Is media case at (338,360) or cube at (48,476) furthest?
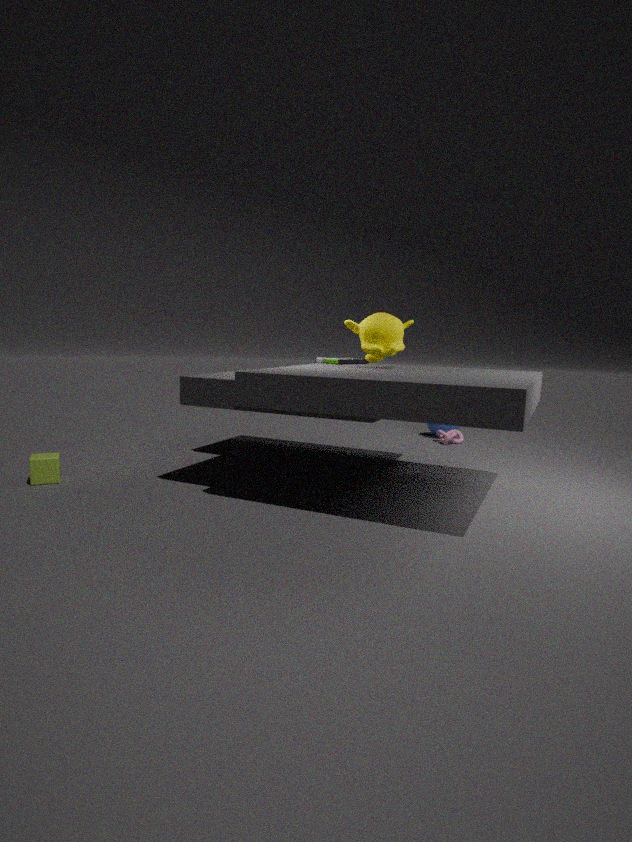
media case at (338,360)
